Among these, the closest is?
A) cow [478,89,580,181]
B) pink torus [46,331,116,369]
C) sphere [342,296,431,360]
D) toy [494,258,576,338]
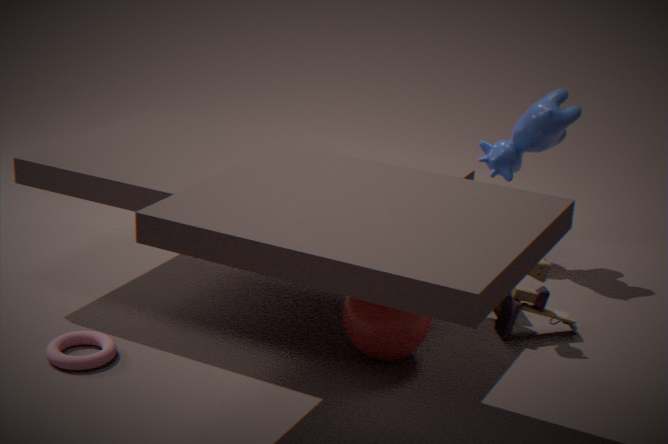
pink torus [46,331,116,369]
